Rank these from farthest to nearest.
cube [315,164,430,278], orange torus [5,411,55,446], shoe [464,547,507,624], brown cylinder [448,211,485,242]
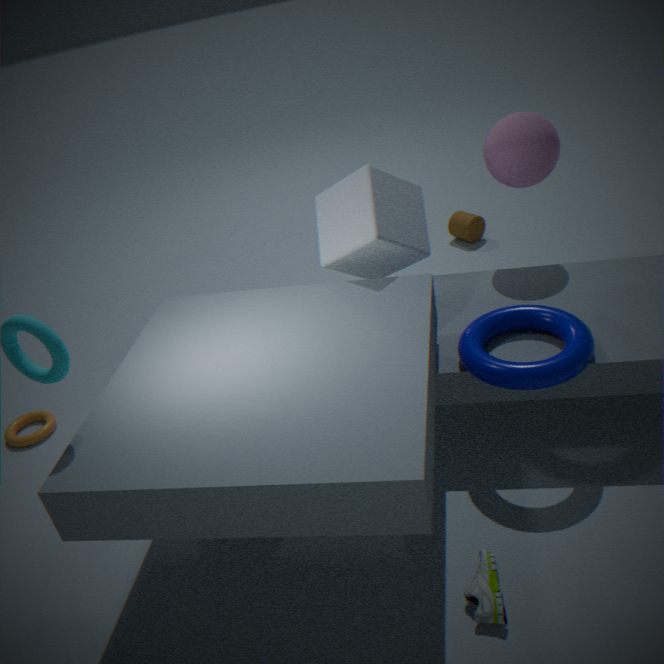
1. brown cylinder [448,211,485,242]
2. orange torus [5,411,55,446]
3. cube [315,164,430,278]
4. shoe [464,547,507,624]
